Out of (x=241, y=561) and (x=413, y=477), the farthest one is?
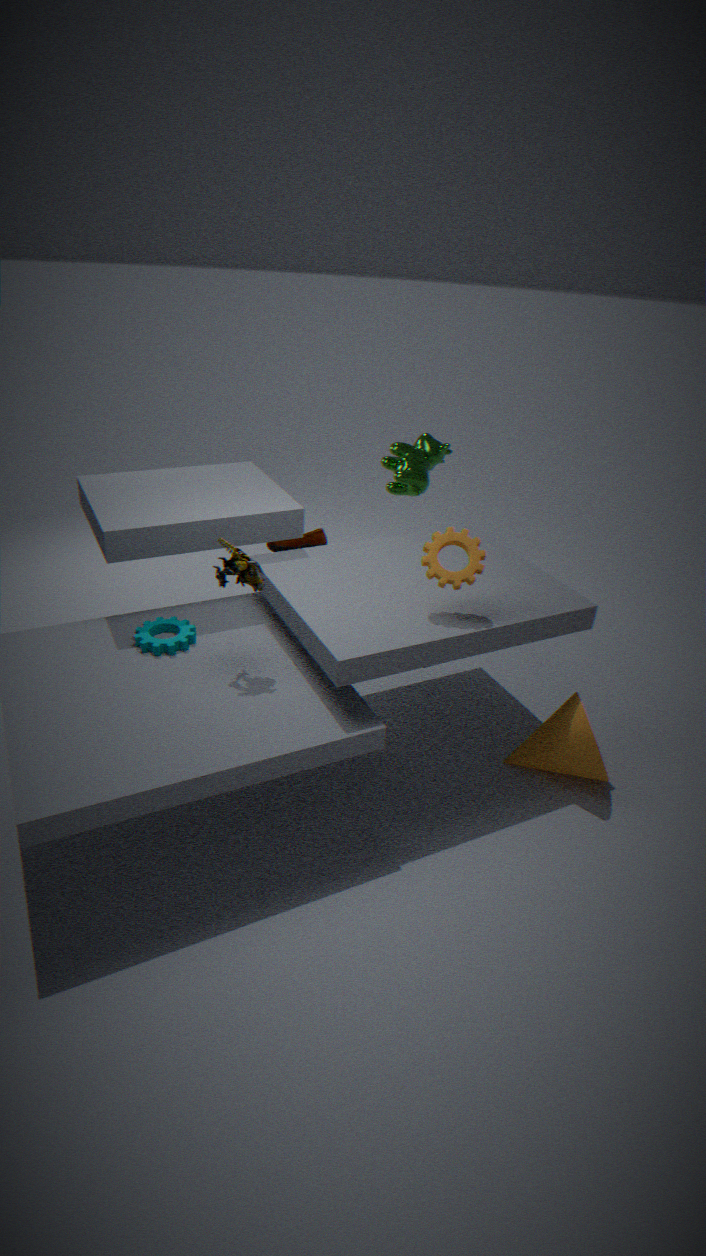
(x=413, y=477)
